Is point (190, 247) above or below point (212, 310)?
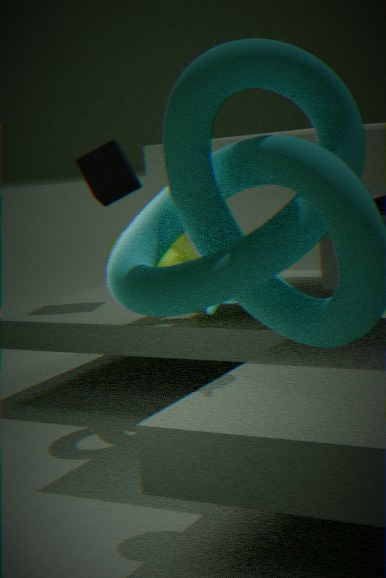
below
